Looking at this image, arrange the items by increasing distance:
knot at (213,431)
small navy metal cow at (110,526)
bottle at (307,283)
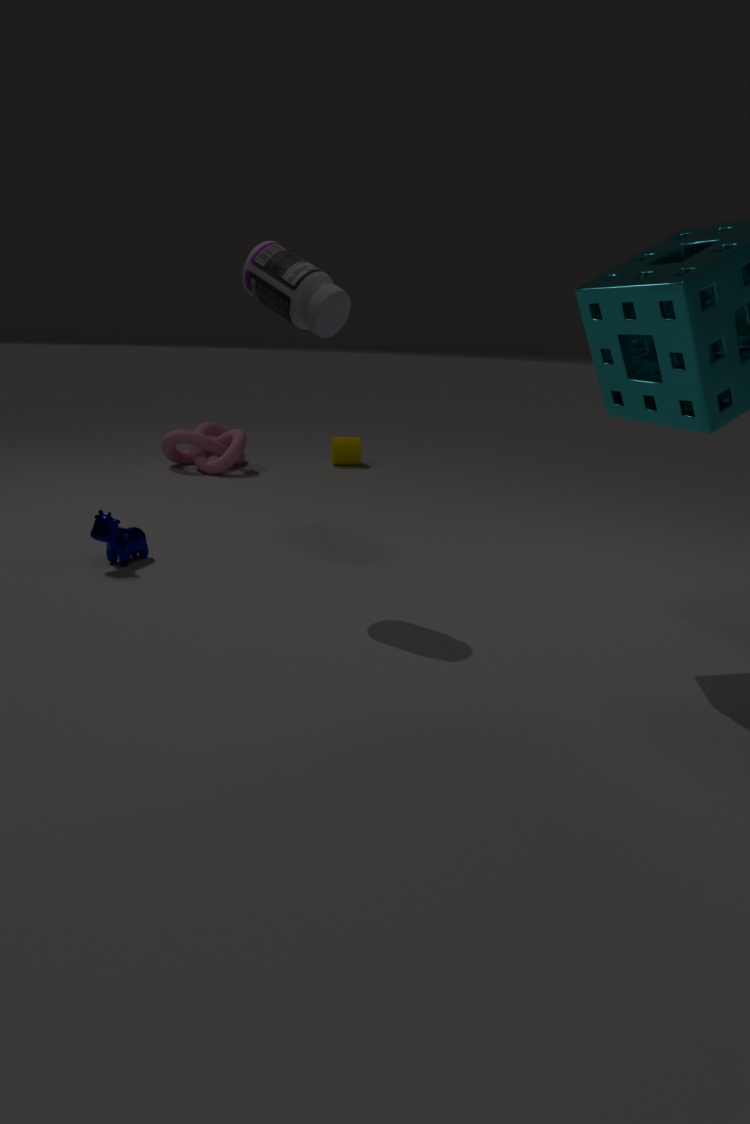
bottle at (307,283)
small navy metal cow at (110,526)
knot at (213,431)
